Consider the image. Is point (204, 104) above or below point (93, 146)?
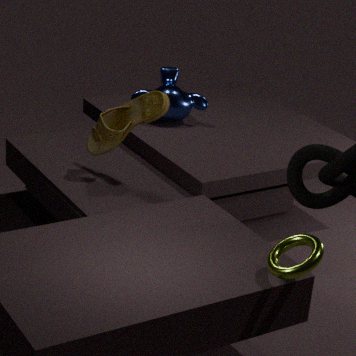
below
